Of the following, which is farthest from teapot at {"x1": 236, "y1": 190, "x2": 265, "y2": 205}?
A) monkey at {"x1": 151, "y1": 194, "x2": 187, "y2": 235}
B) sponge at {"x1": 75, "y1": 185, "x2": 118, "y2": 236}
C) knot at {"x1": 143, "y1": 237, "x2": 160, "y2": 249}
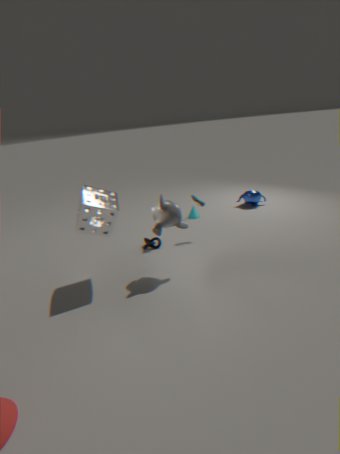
sponge at {"x1": 75, "y1": 185, "x2": 118, "y2": 236}
